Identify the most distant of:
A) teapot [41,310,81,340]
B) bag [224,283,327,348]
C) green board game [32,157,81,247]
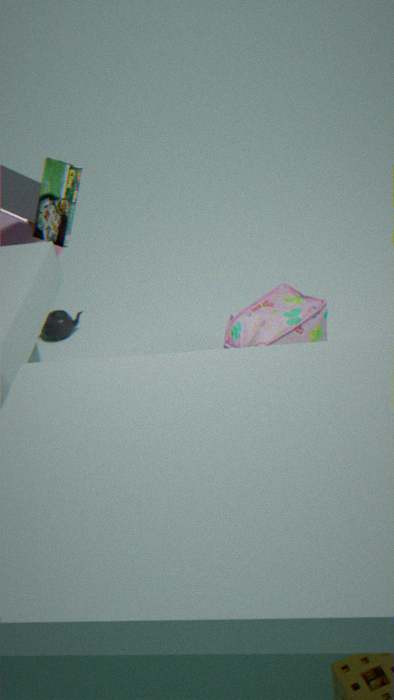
teapot [41,310,81,340]
